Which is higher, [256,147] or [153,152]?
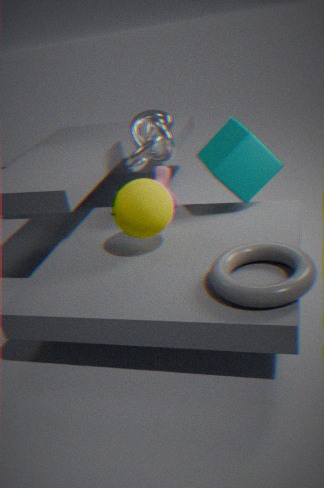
[153,152]
